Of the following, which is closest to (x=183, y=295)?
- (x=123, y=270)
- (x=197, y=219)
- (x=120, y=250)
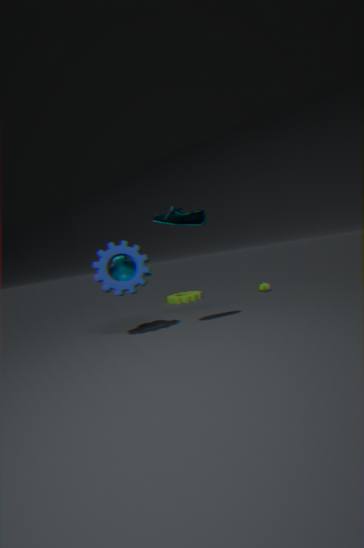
(x=123, y=270)
